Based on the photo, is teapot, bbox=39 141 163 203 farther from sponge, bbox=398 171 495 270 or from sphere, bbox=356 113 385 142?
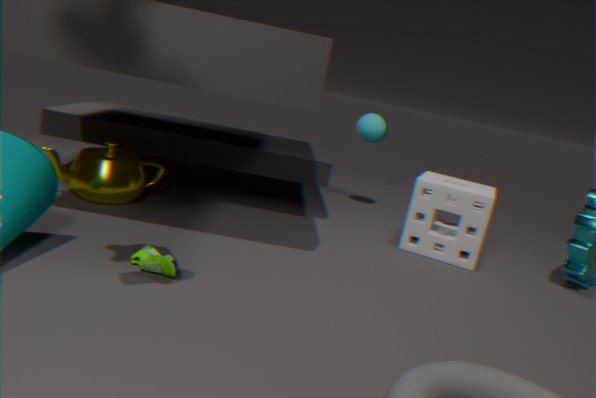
sphere, bbox=356 113 385 142
